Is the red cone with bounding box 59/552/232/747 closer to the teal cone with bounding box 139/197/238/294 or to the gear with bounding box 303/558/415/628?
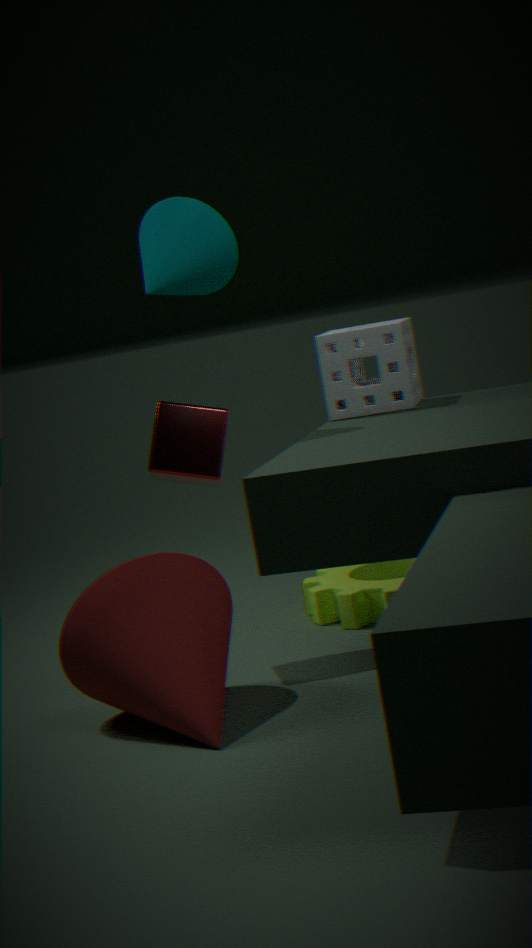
the gear with bounding box 303/558/415/628
